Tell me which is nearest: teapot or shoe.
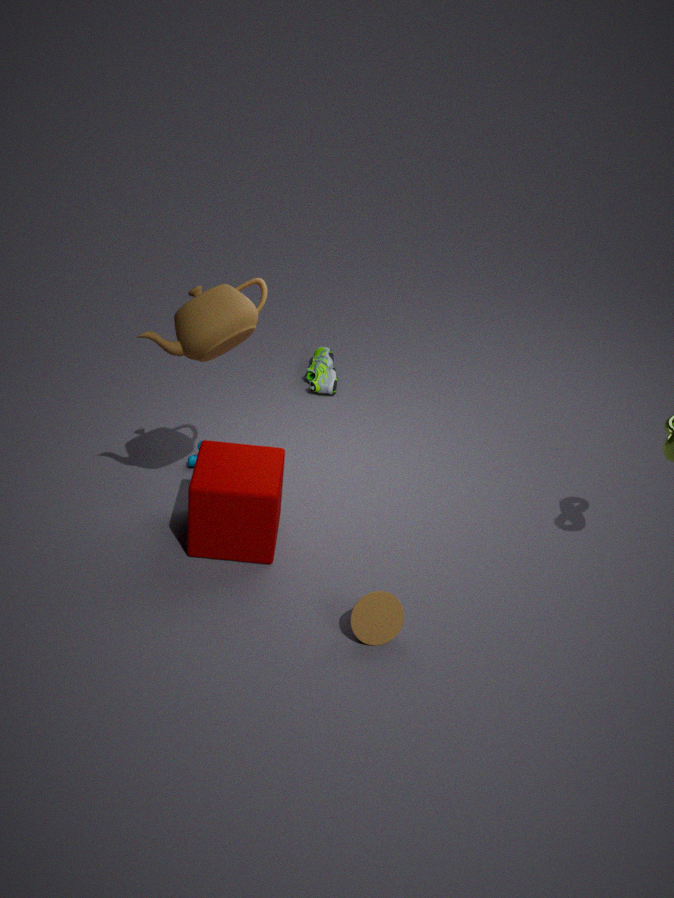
teapot
